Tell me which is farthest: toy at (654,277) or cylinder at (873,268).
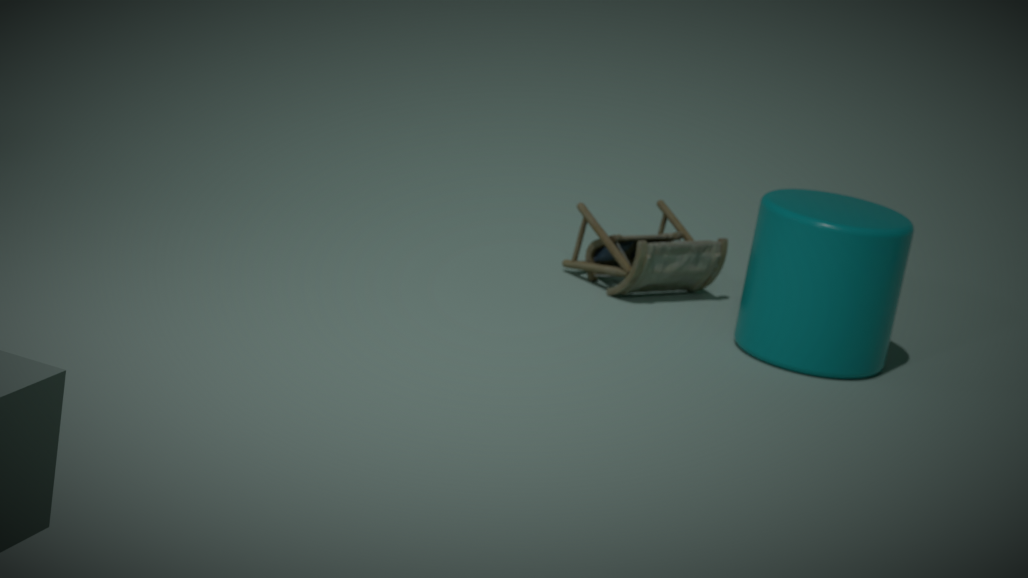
toy at (654,277)
